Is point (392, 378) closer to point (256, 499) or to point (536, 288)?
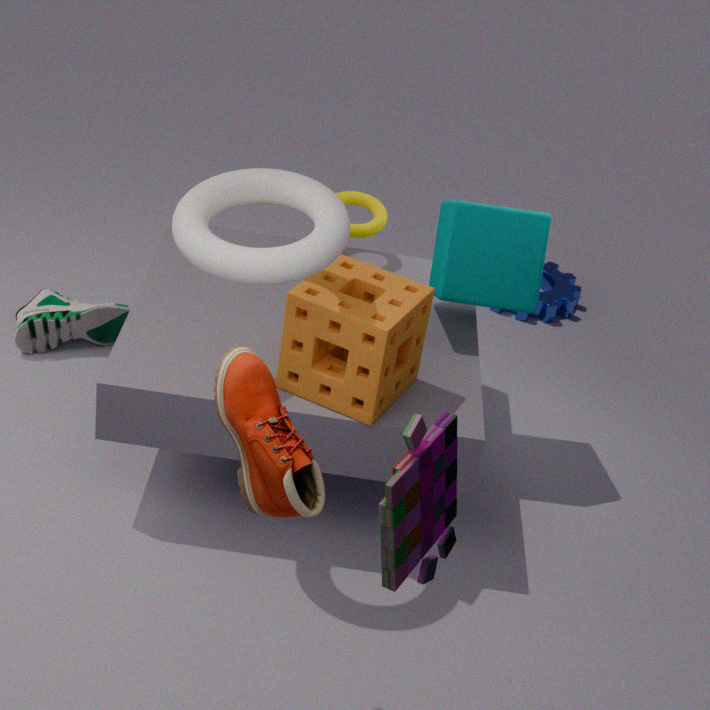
point (536, 288)
